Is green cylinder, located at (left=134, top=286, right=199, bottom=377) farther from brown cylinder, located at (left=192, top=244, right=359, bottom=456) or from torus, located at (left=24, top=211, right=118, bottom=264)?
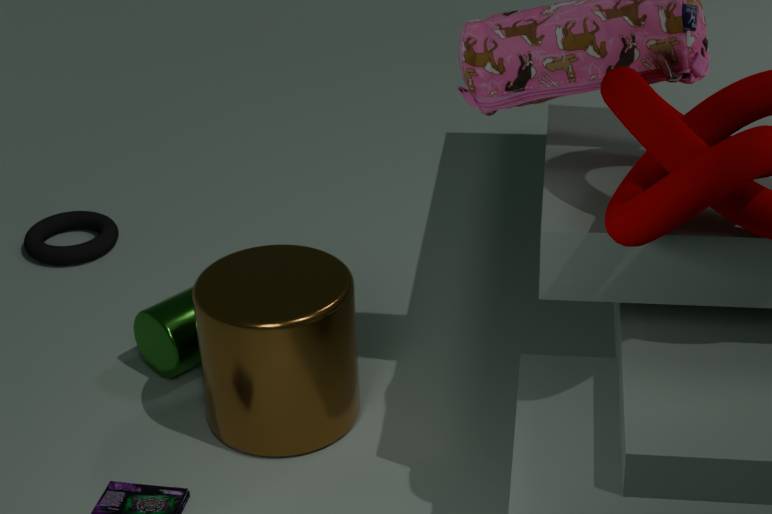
torus, located at (left=24, top=211, right=118, bottom=264)
